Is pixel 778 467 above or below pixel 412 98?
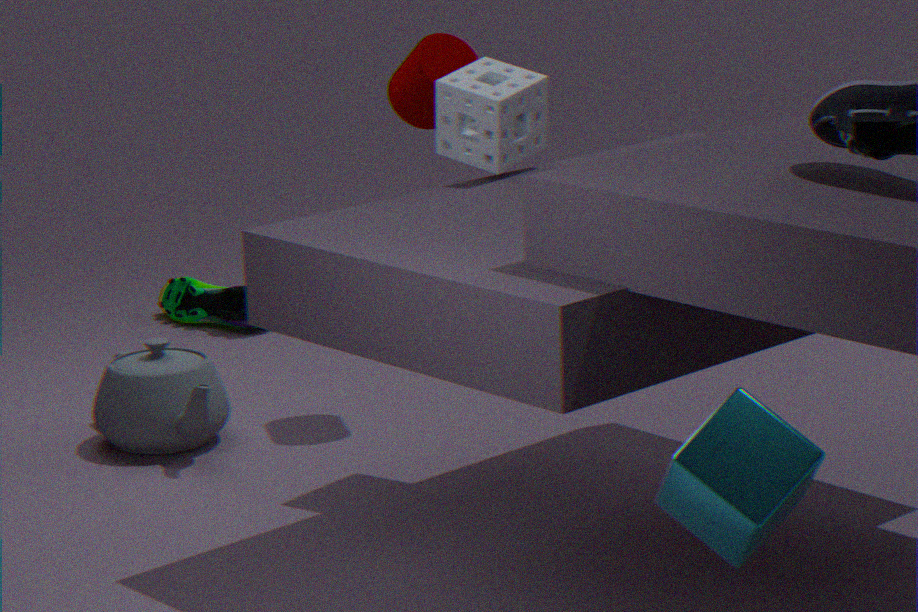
below
